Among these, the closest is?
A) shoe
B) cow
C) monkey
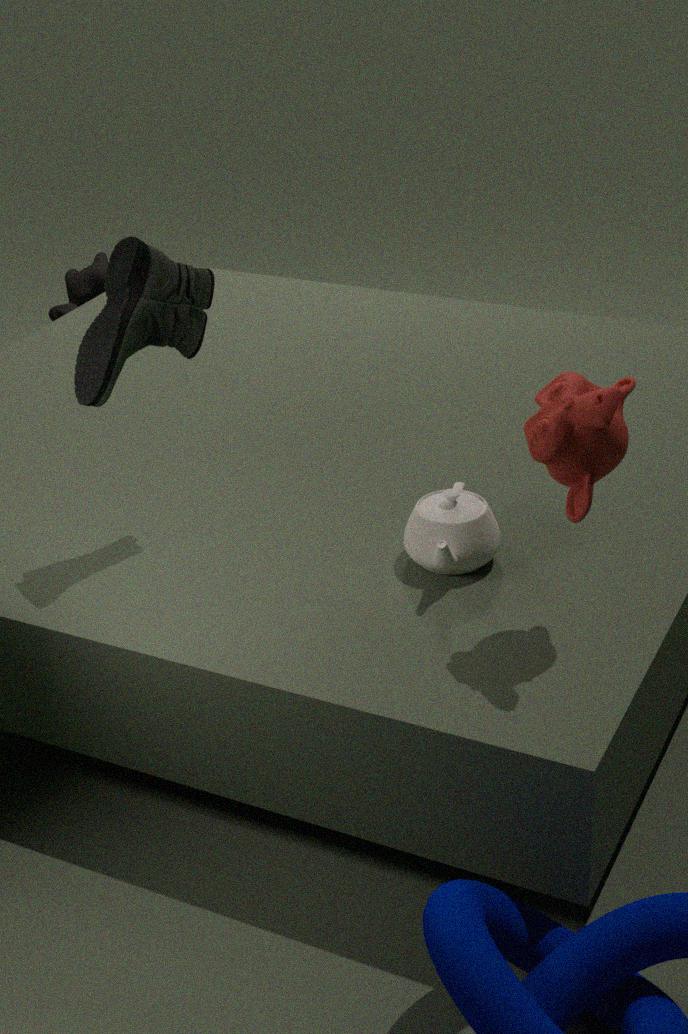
monkey
